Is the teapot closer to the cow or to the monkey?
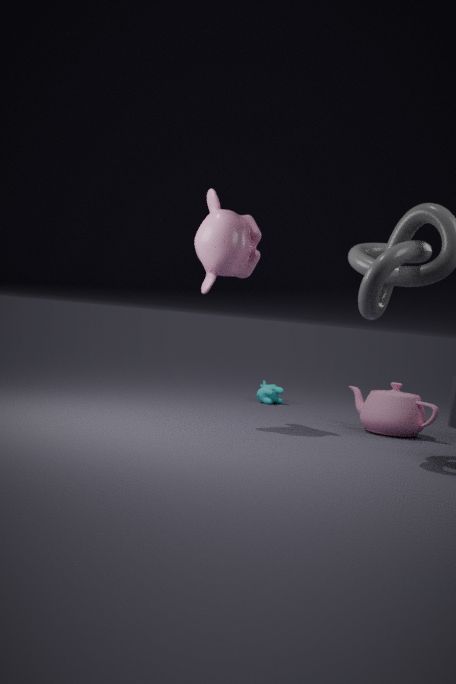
the cow
